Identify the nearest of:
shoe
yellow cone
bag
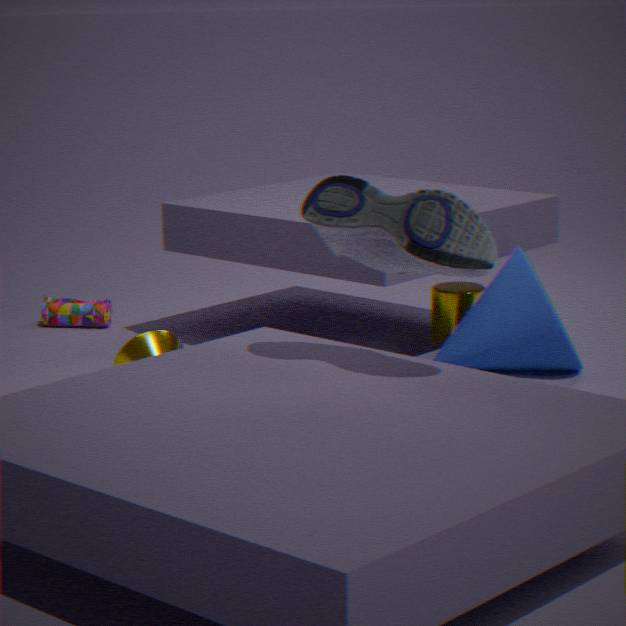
shoe
